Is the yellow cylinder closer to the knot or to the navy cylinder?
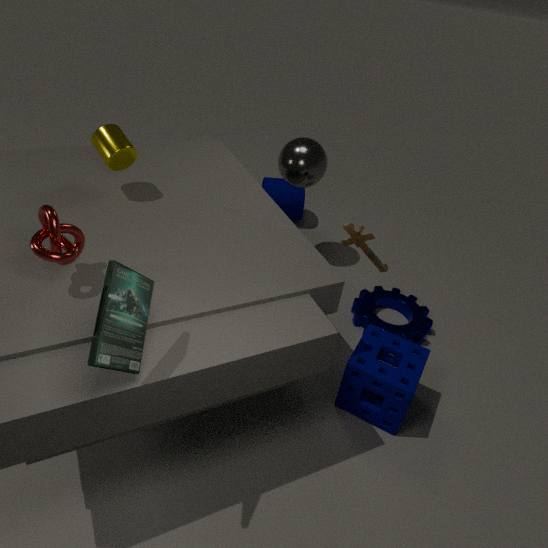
the knot
